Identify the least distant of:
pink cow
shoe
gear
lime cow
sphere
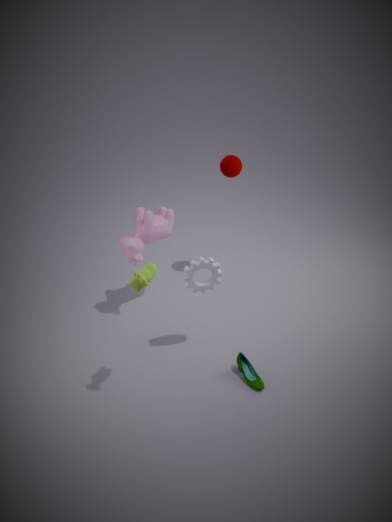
lime cow
